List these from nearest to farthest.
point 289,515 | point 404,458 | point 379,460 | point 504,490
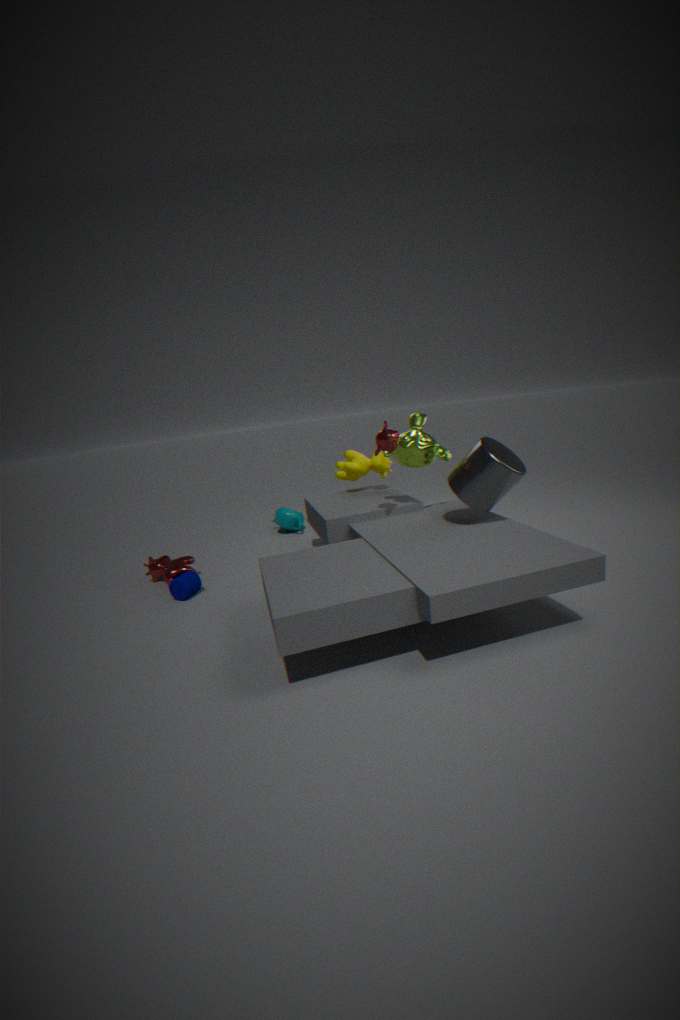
point 504,490 < point 404,458 < point 379,460 < point 289,515
